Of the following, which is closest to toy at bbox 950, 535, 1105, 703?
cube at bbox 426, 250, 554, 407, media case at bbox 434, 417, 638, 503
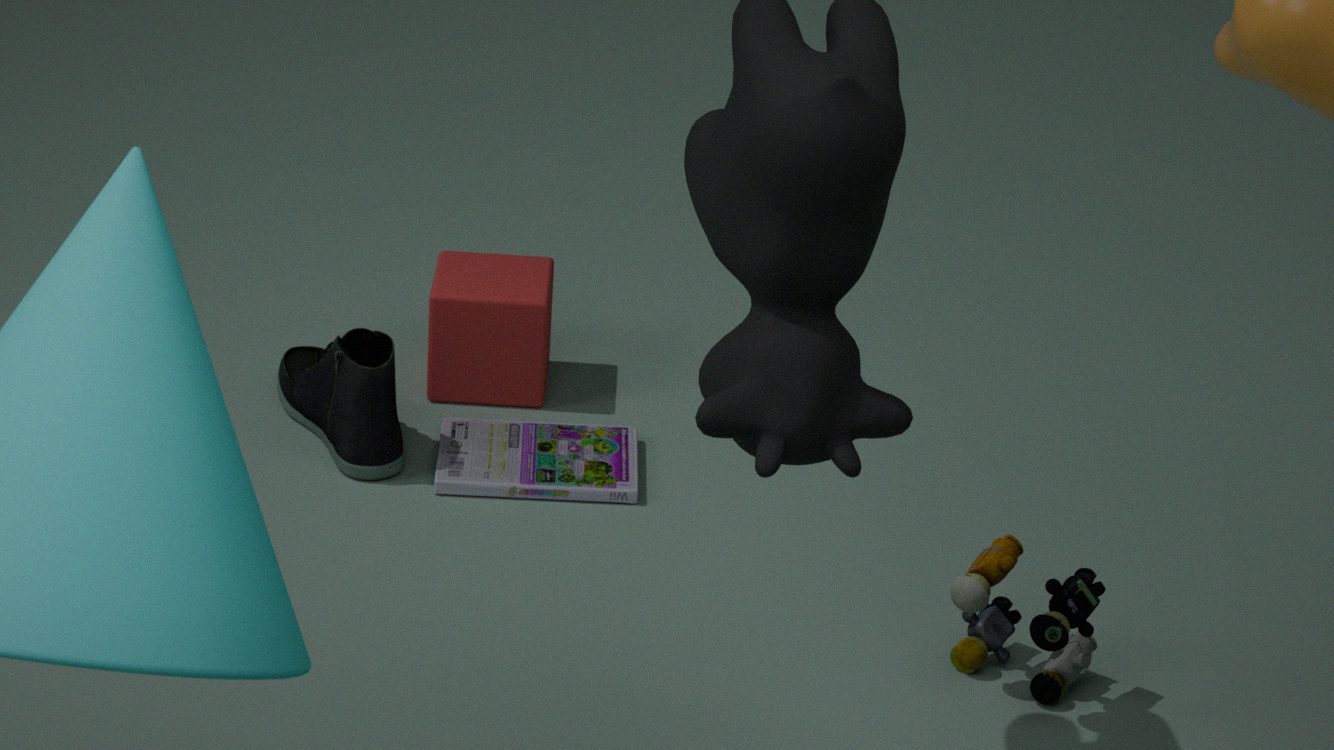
media case at bbox 434, 417, 638, 503
